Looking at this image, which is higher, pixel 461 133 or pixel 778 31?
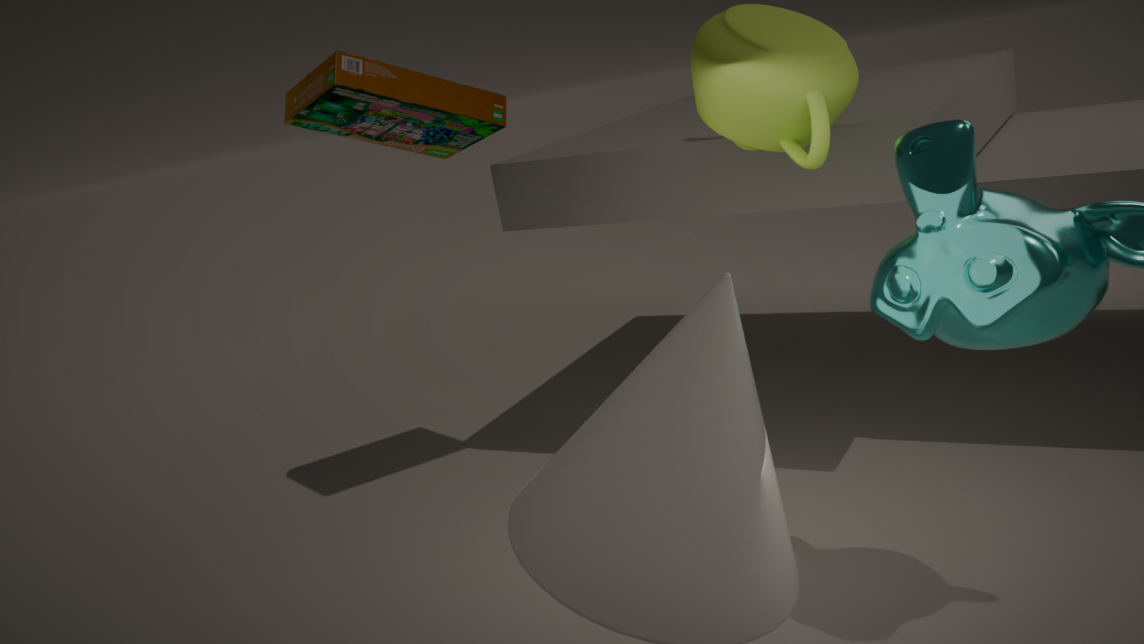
pixel 461 133
